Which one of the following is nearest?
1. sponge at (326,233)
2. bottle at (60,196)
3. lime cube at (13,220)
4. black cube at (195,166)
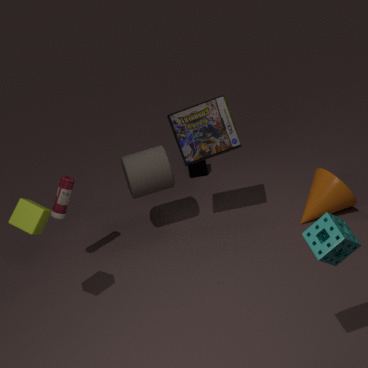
sponge at (326,233)
